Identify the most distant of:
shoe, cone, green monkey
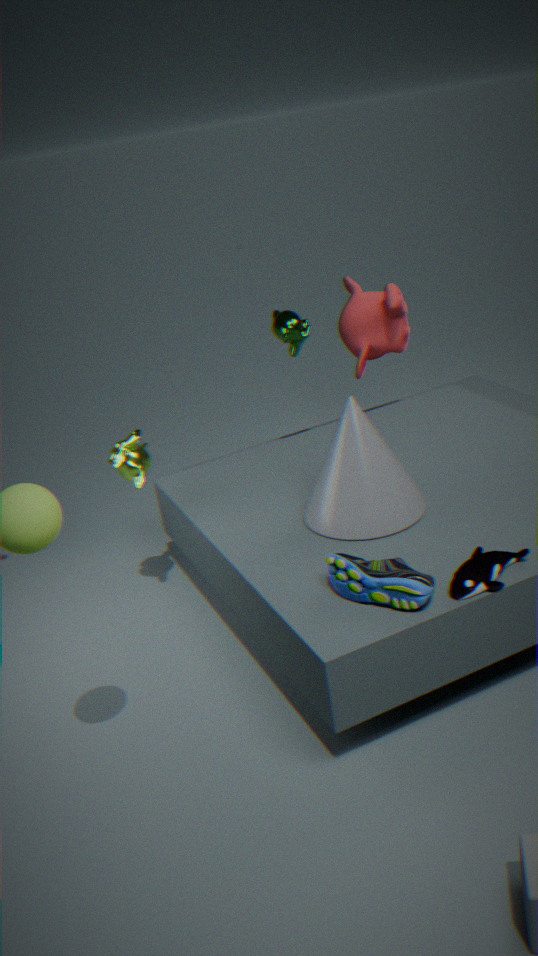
green monkey
